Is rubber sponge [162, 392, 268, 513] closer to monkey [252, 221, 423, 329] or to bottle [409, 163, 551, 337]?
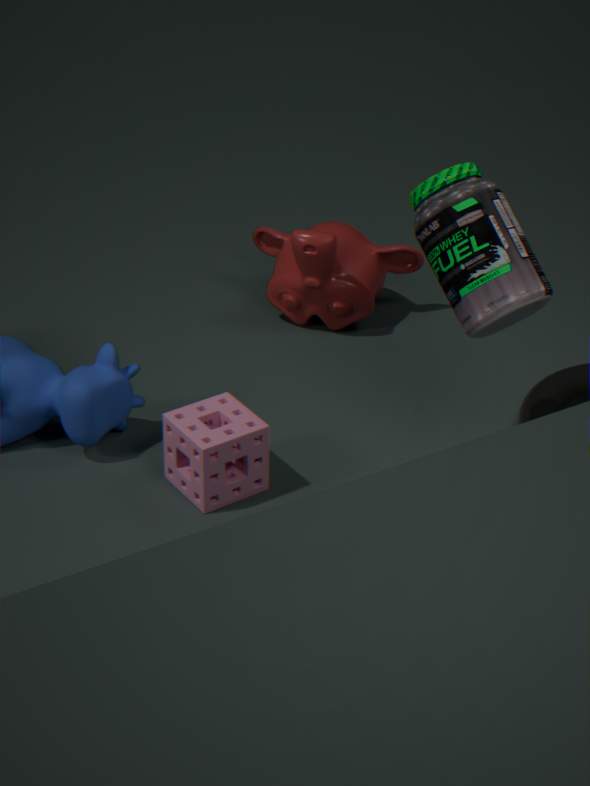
bottle [409, 163, 551, 337]
